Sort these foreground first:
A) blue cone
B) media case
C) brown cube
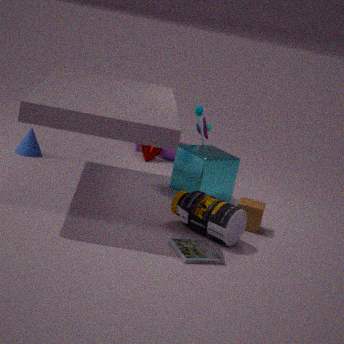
media case, brown cube, blue cone
